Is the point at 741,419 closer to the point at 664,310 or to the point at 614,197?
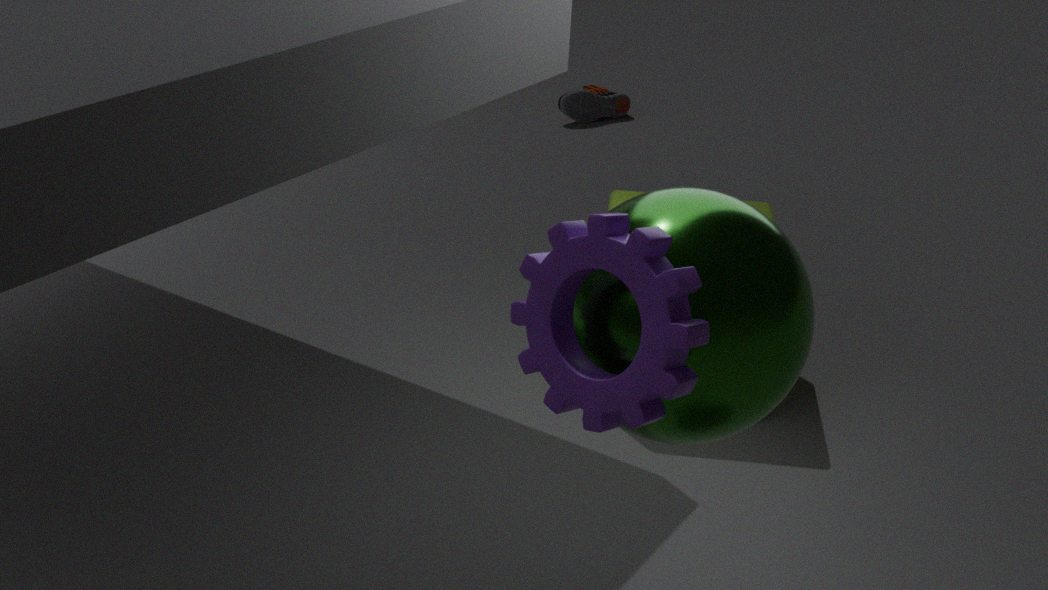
the point at 664,310
